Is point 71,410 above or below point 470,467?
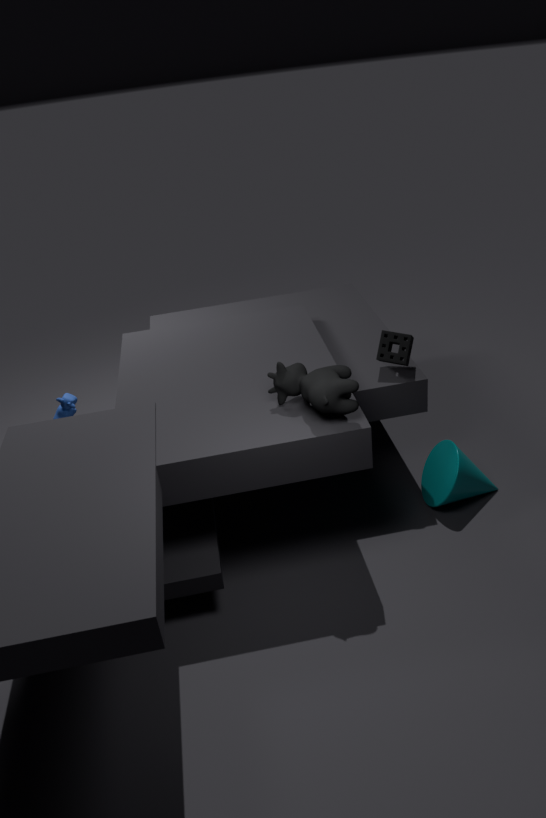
above
